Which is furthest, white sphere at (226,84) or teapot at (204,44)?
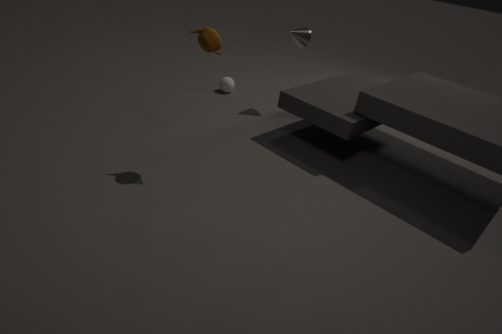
white sphere at (226,84)
